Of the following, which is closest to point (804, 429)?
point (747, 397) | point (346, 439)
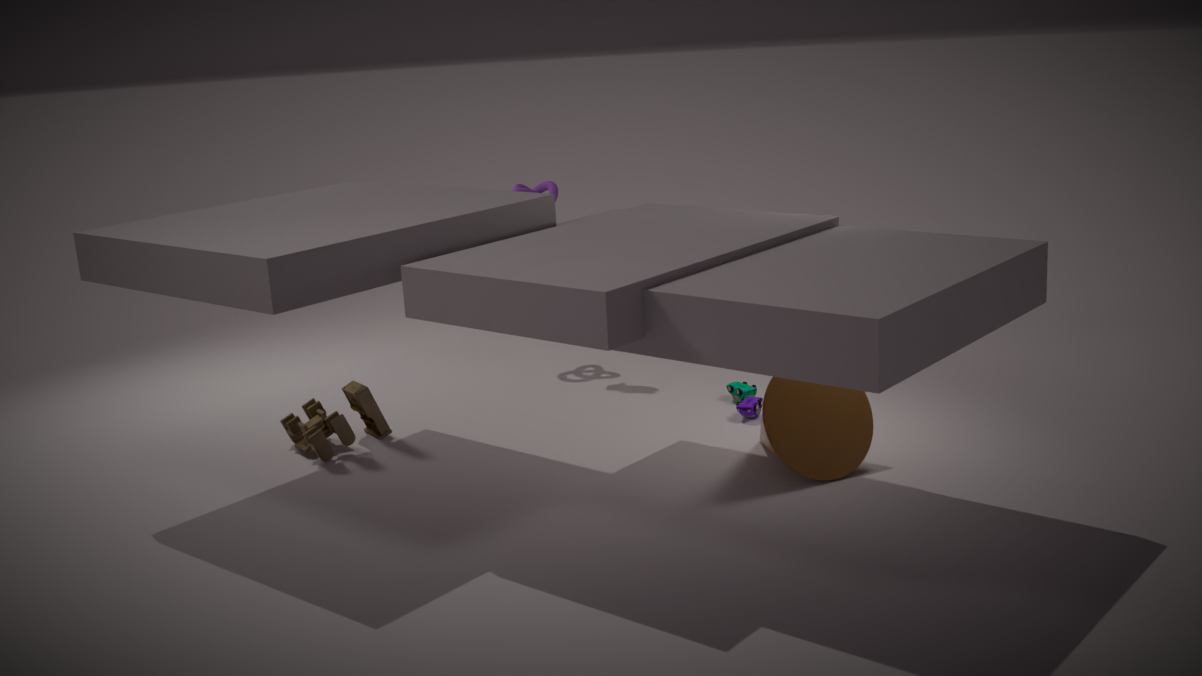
point (747, 397)
